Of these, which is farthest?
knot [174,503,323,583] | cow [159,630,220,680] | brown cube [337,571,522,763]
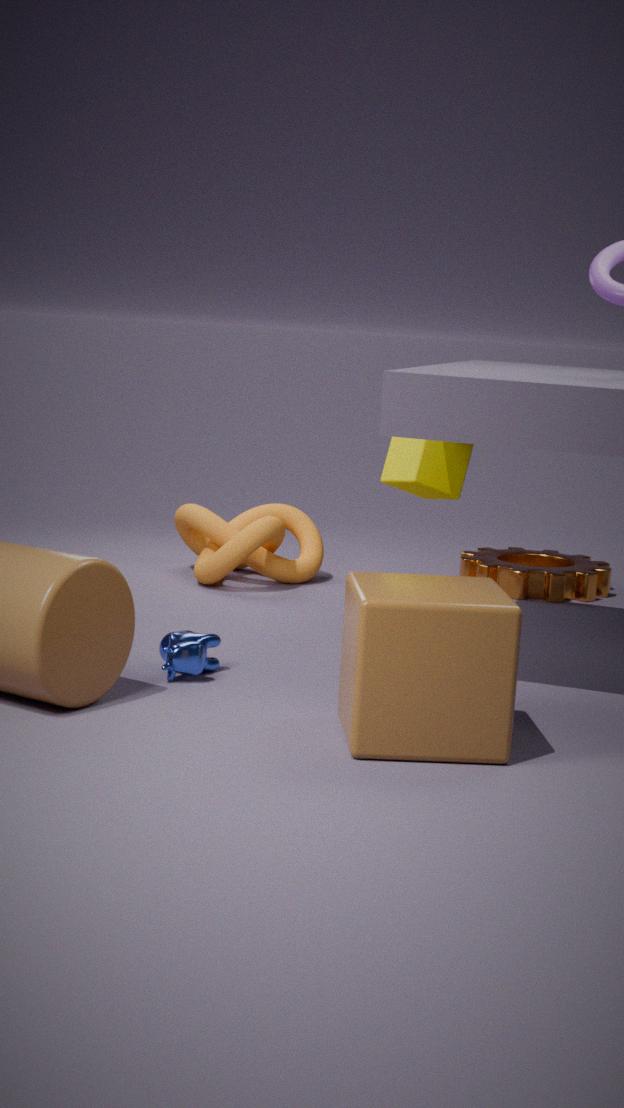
knot [174,503,323,583]
